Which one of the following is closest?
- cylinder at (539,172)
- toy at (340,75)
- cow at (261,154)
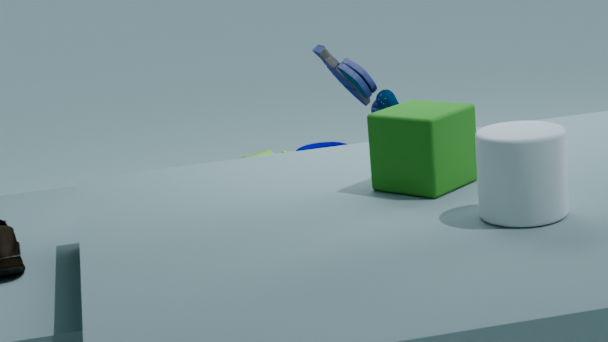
cylinder at (539,172)
